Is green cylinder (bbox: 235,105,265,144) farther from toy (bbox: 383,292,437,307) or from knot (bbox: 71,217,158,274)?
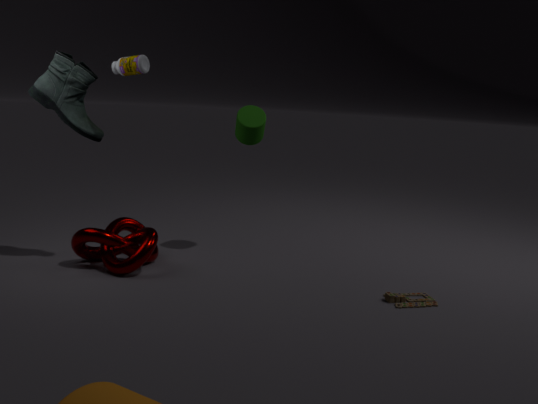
toy (bbox: 383,292,437,307)
